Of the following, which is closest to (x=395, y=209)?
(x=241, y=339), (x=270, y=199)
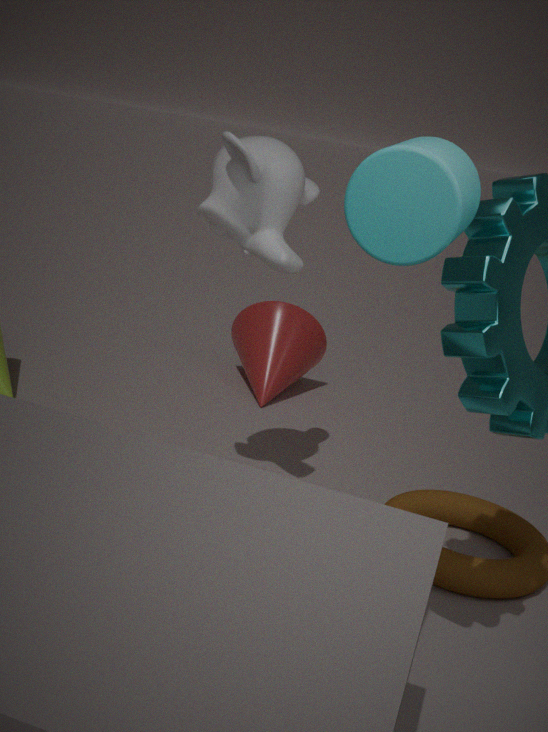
(x=270, y=199)
